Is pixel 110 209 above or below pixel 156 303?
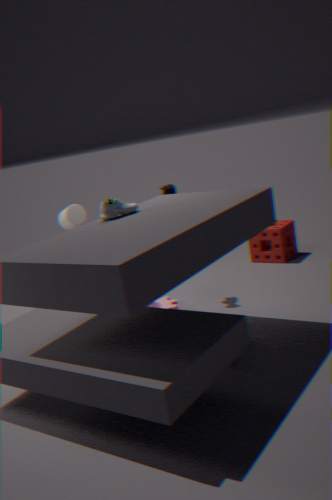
above
